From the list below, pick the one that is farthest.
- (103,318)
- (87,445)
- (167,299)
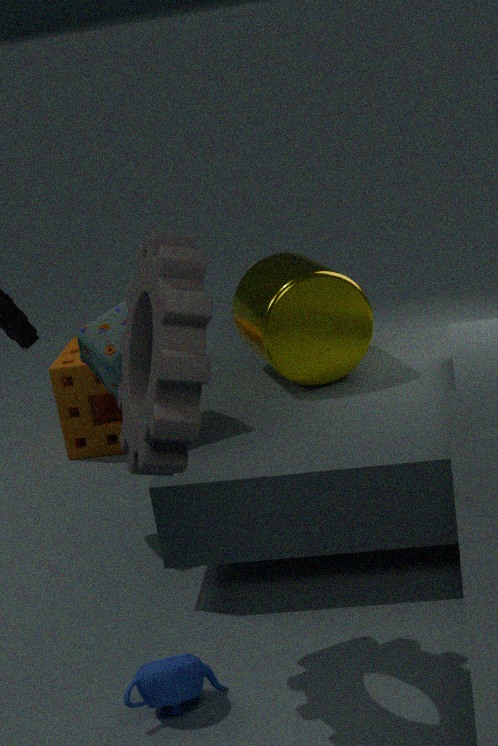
(87,445)
